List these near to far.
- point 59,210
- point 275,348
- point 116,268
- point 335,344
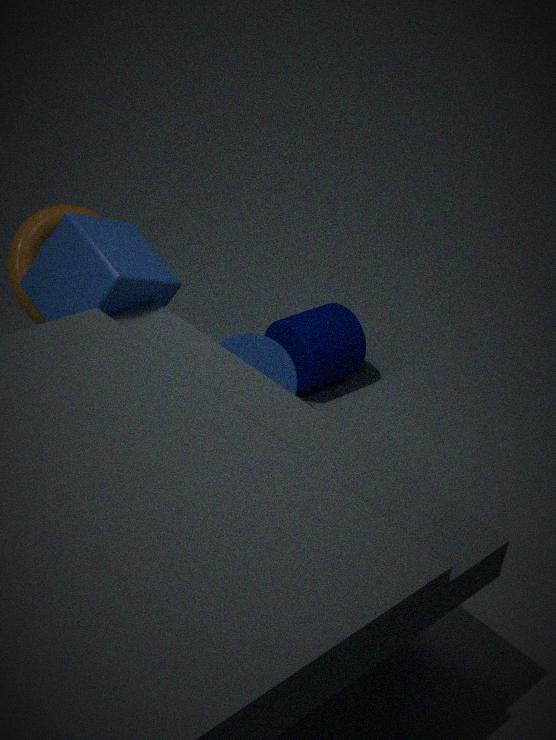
1. point 116,268
2. point 59,210
3. point 275,348
4. point 335,344
